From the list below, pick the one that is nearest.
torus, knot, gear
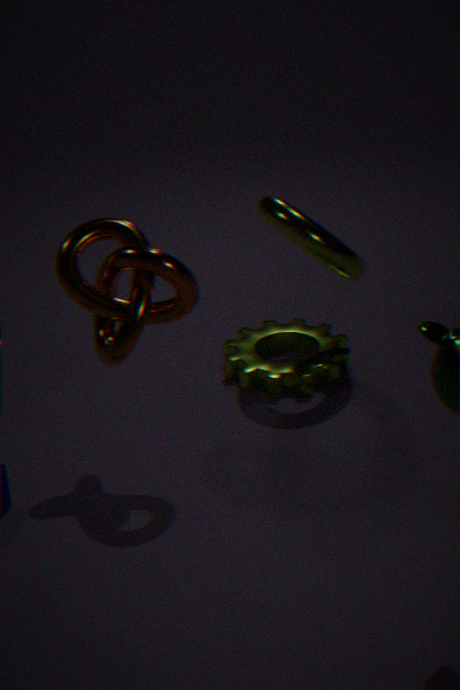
knot
